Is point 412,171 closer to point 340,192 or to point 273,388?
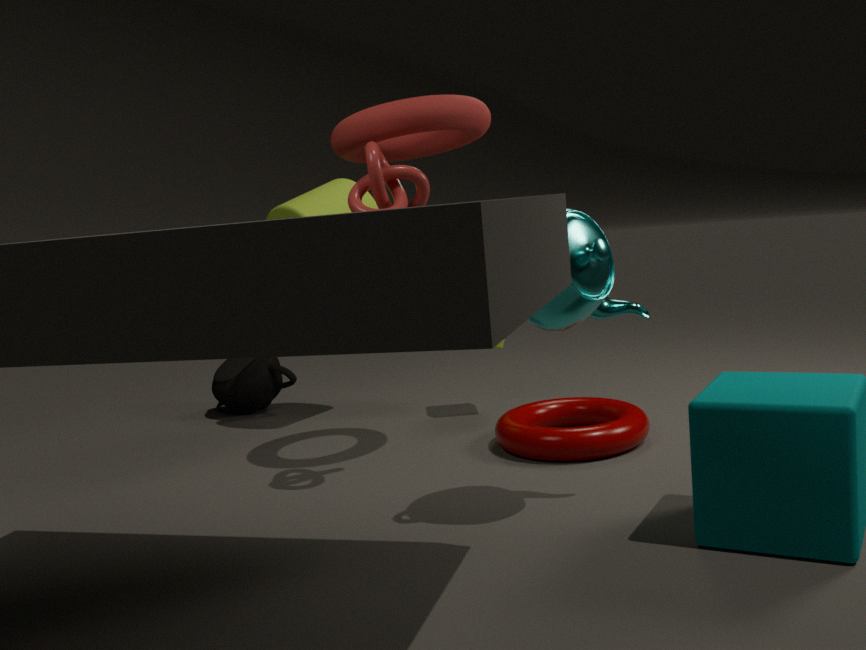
point 340,192
